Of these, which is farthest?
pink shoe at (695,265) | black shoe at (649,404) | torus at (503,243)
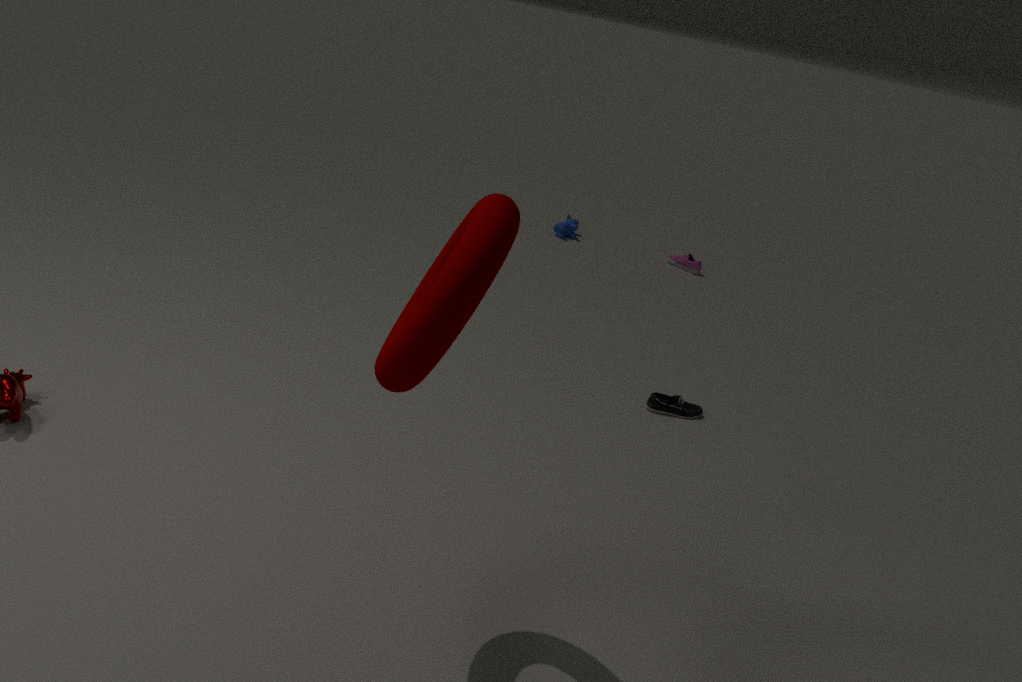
pink shoe at (695,265)
